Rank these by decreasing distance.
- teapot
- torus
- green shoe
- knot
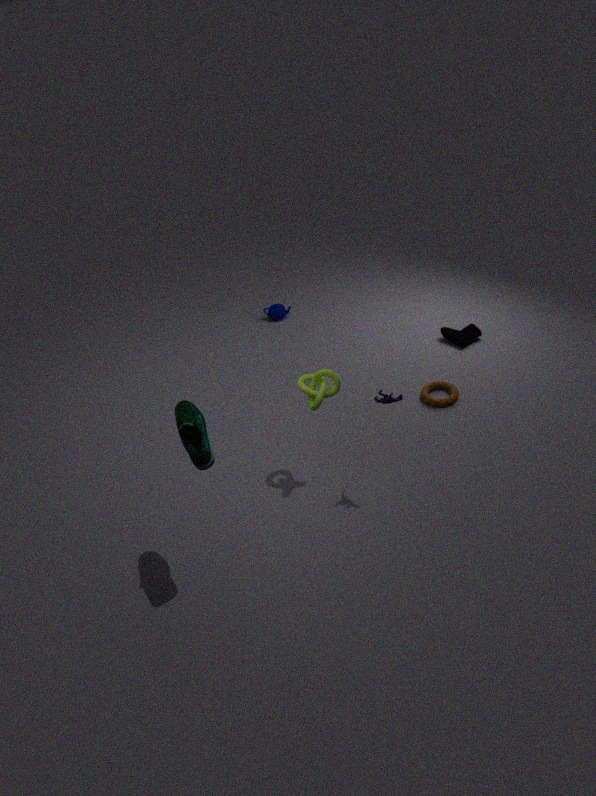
teapot
torus
knot
green shoe
